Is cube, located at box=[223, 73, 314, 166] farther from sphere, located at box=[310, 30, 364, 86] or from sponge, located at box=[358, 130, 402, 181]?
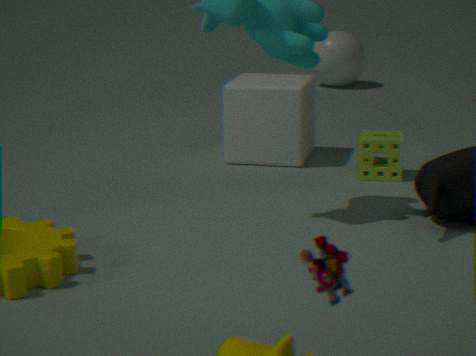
sphere, located at box=[310, 30, 364, 86]
